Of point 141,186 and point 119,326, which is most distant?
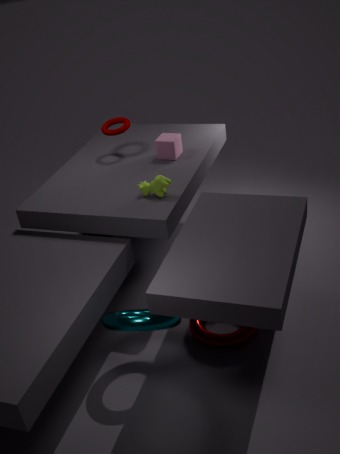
point 141,186
